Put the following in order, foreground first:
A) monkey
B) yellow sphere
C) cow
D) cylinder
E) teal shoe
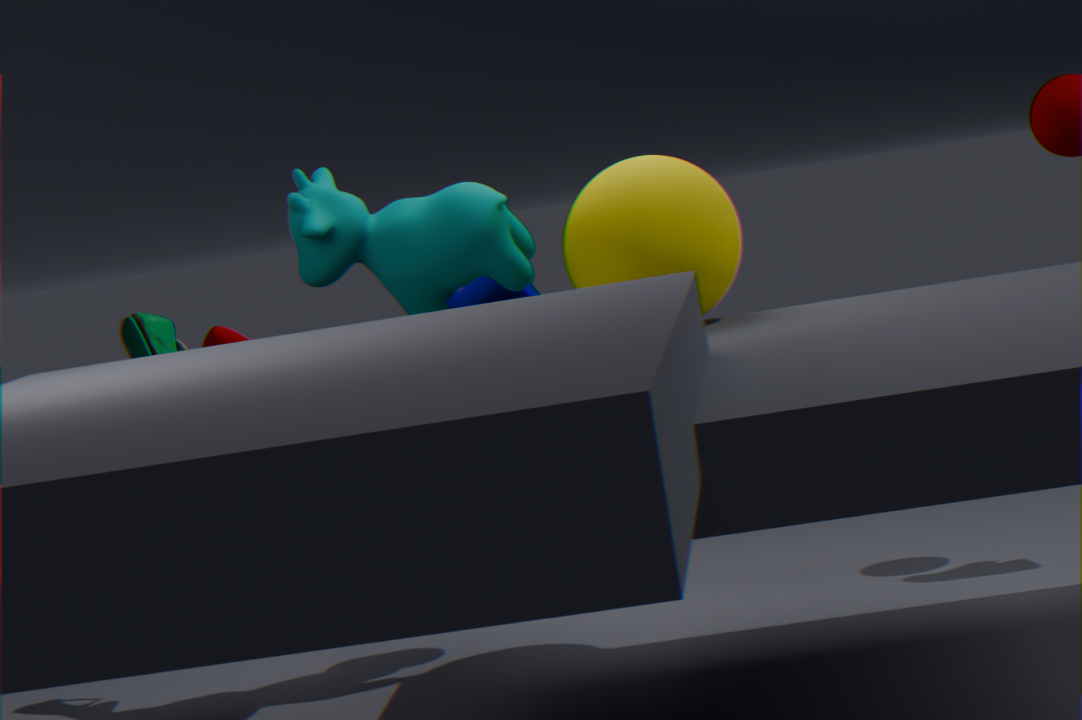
yellow sphere
cow
monkey
cylinder
teal shoe
